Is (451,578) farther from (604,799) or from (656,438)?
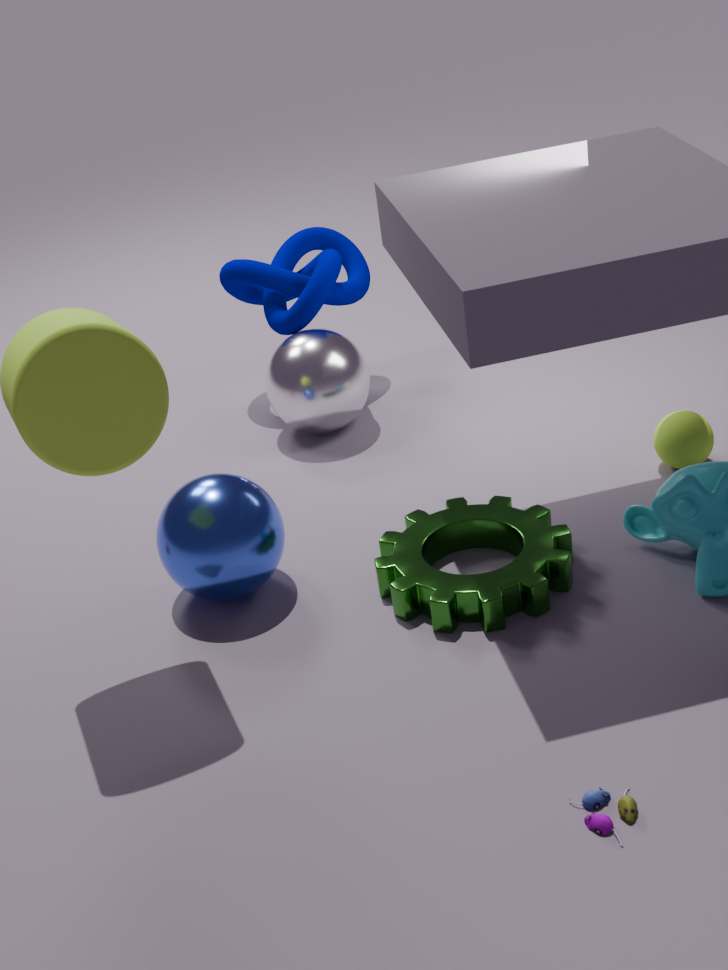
(604,799)
